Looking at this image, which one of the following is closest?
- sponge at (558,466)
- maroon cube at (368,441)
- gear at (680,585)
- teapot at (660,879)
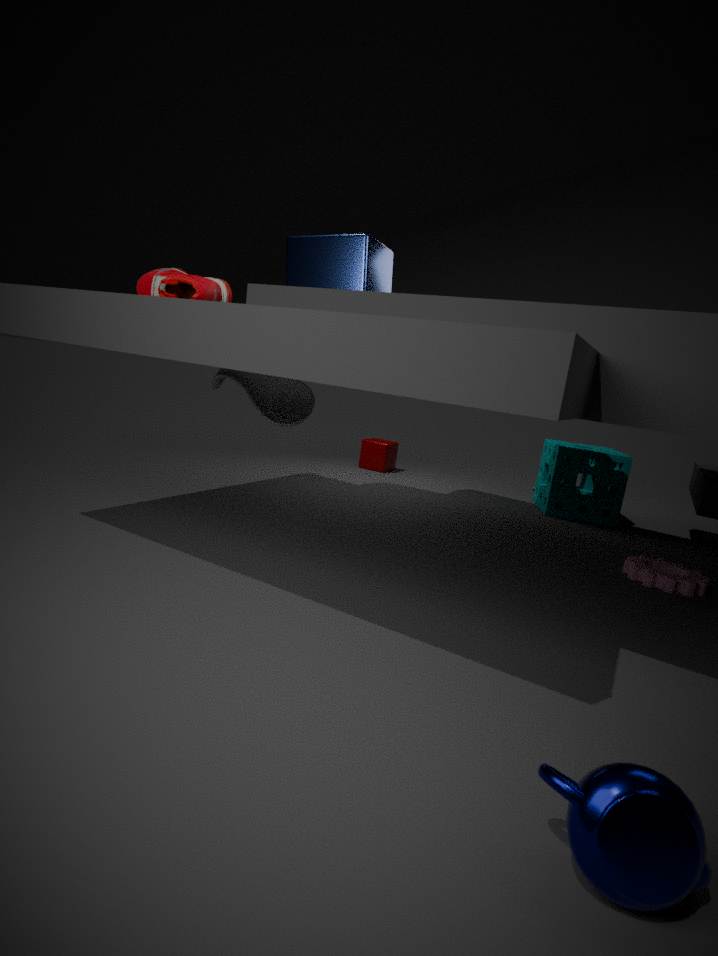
teapot at (660,879)
